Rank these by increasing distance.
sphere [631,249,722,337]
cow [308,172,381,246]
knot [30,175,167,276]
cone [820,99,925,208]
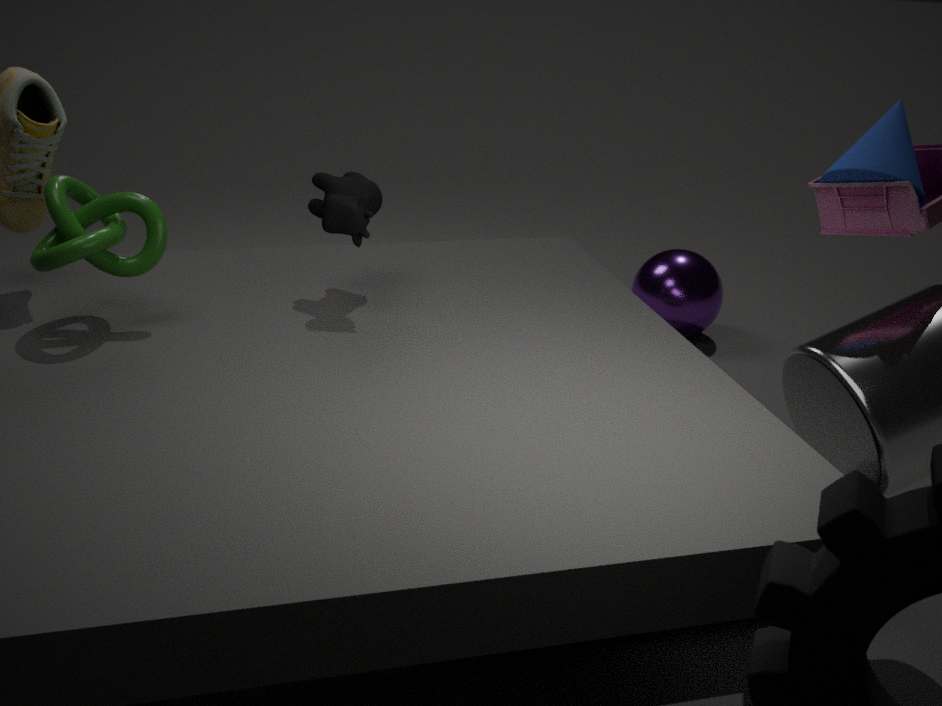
knot [30,175,167,276]
cone [820,99,925,208]
cow [308,172,381,246]
sphere [631,249,722,337]
